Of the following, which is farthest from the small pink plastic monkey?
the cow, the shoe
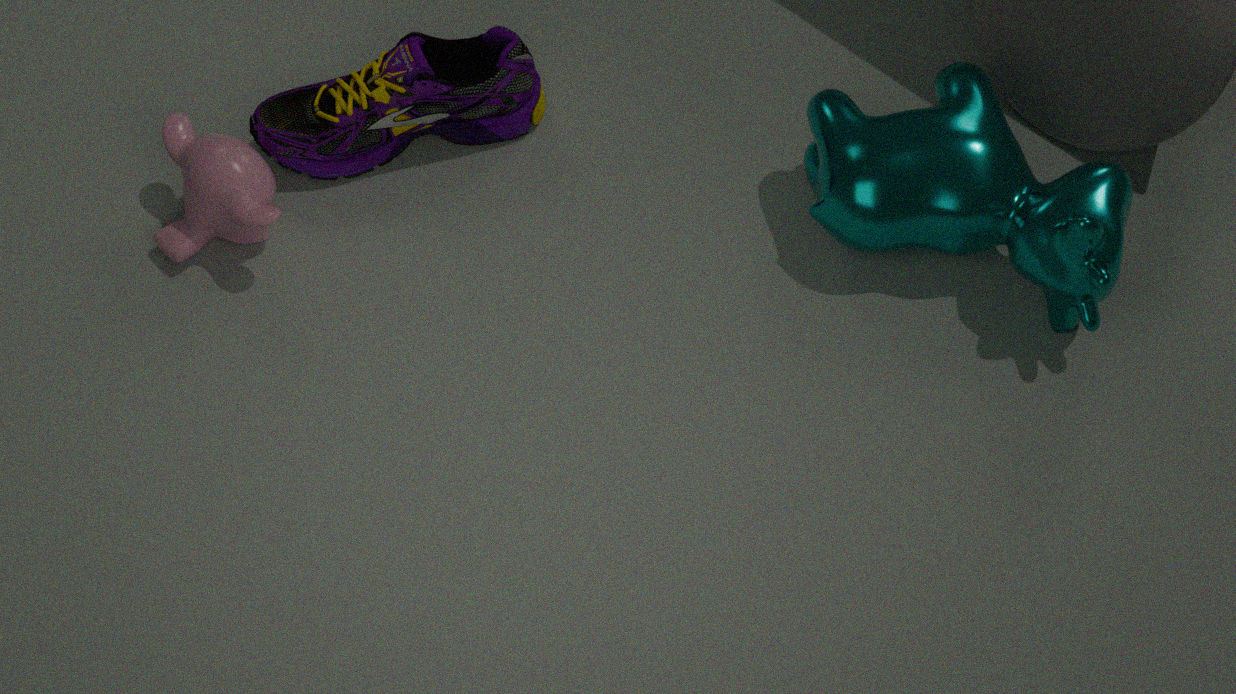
the cow
